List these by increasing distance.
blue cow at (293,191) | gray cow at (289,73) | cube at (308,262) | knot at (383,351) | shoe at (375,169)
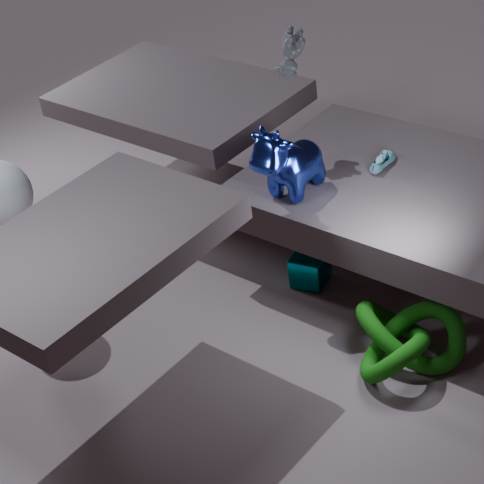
knot at (383,351) → blue cow at (293,191) → gray cow at (289,73) → shoe at (375,169) → cube at (308,262)
